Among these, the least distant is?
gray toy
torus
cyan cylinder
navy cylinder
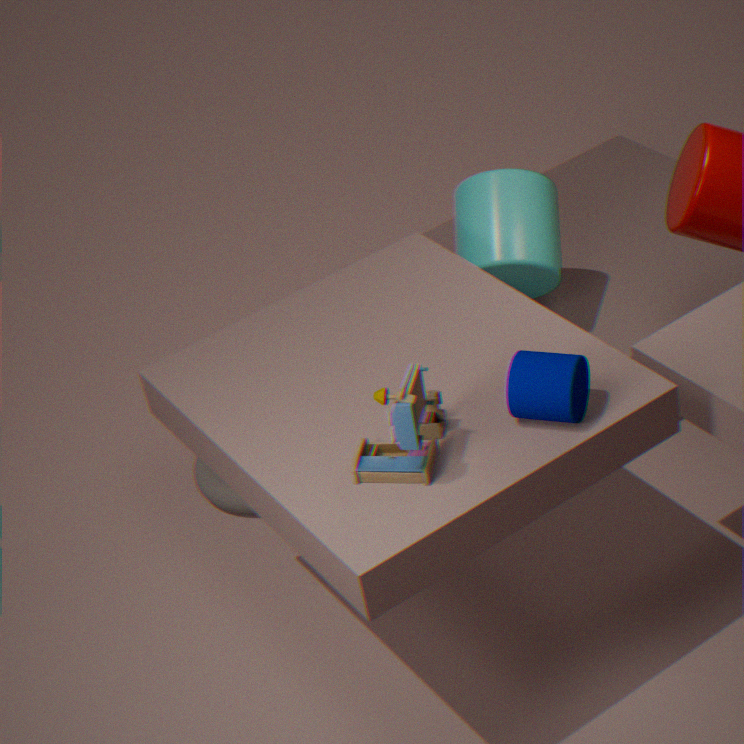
gray toy
